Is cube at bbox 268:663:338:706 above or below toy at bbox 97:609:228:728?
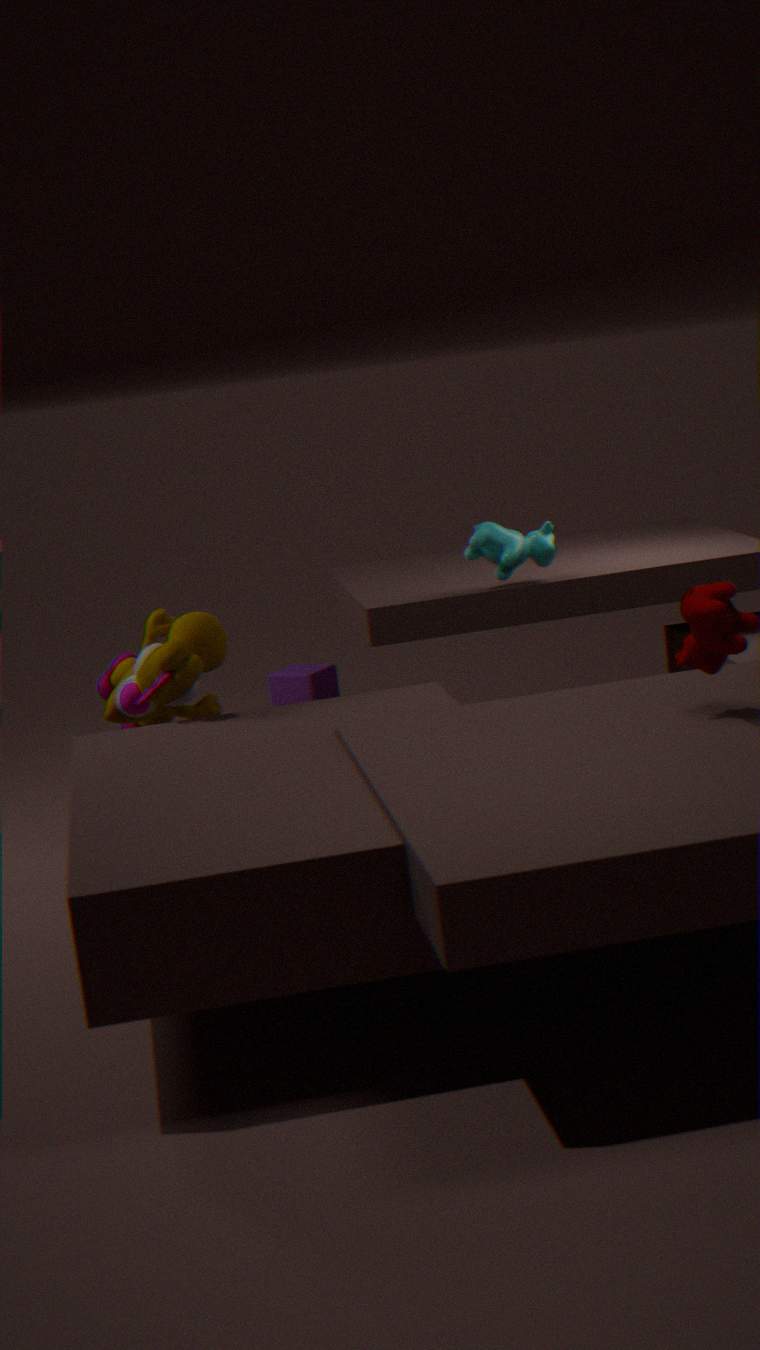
below
